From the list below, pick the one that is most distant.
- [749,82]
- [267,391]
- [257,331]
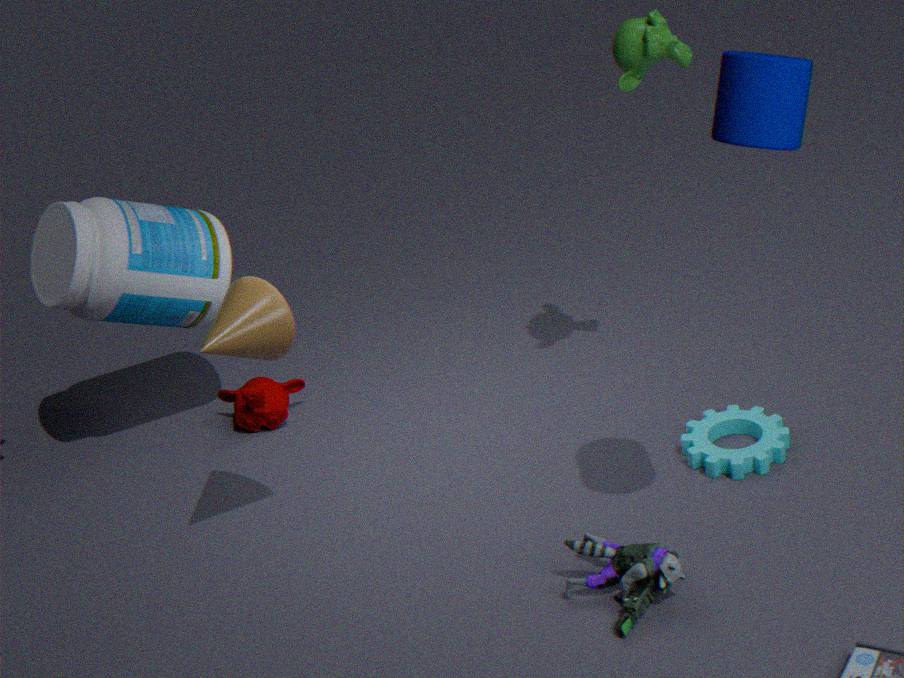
[267,391]
